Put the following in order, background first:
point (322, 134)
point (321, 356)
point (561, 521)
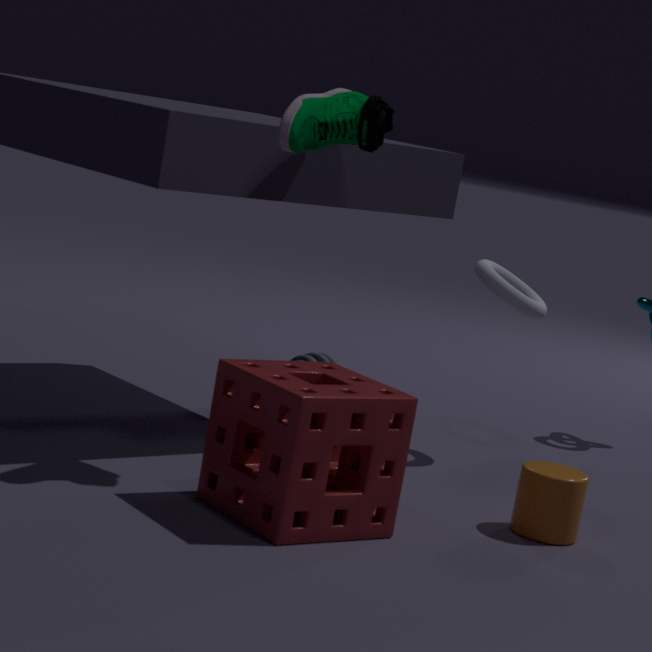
point (321, 356) < point (561, 521) < point (322, 134)
